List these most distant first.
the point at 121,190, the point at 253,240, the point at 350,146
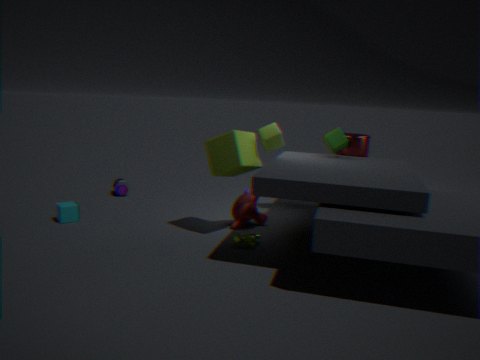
the point at 121,190 → the point at 350,146 → the point at 253,240
